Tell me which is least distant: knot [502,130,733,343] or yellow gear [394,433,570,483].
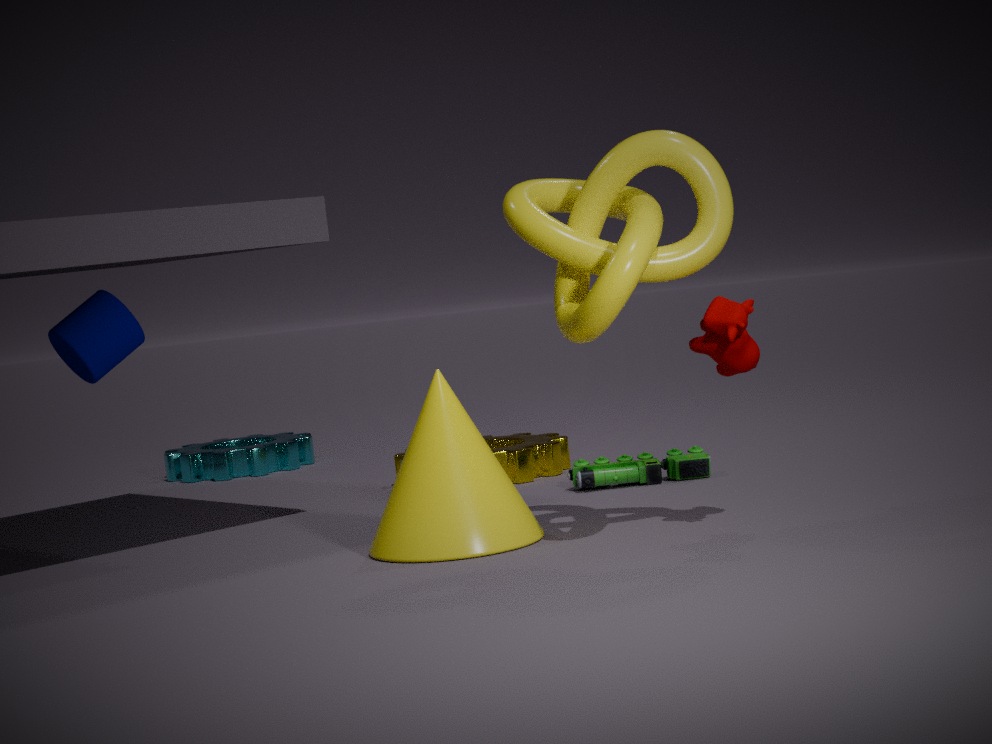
knot [502,130,733,343]
